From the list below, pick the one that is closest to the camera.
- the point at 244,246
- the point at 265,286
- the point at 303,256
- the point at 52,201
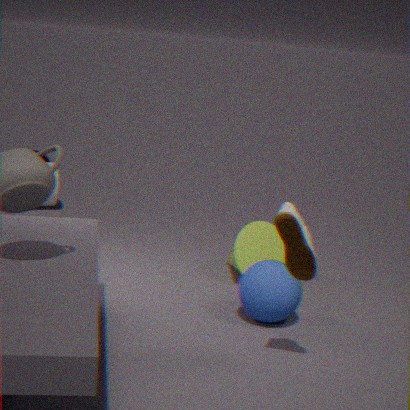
the point at 303,256
